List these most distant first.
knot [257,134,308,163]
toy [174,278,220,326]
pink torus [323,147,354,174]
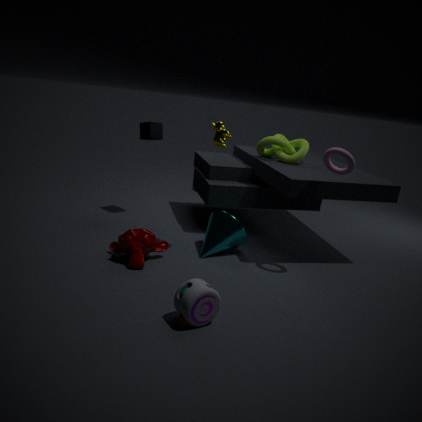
knot [257,134,308,163] < pink torus [323,147,354,174] < toy [174,278,220,326]
